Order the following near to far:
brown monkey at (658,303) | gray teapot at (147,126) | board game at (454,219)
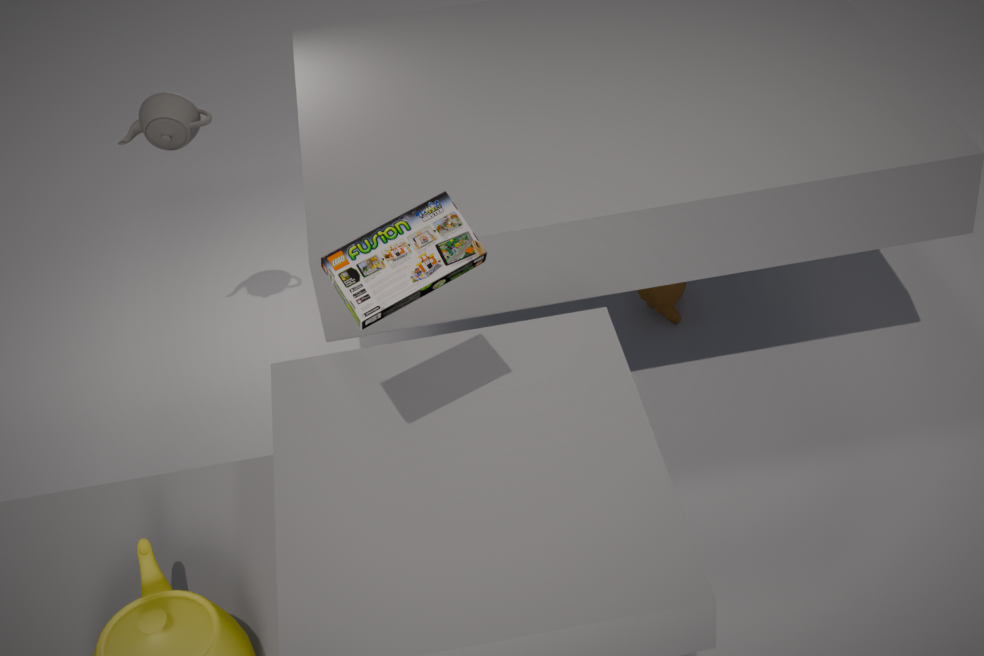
board game at (454,219)
gray teapot at (147,126)
brown monkey at (658,303)
